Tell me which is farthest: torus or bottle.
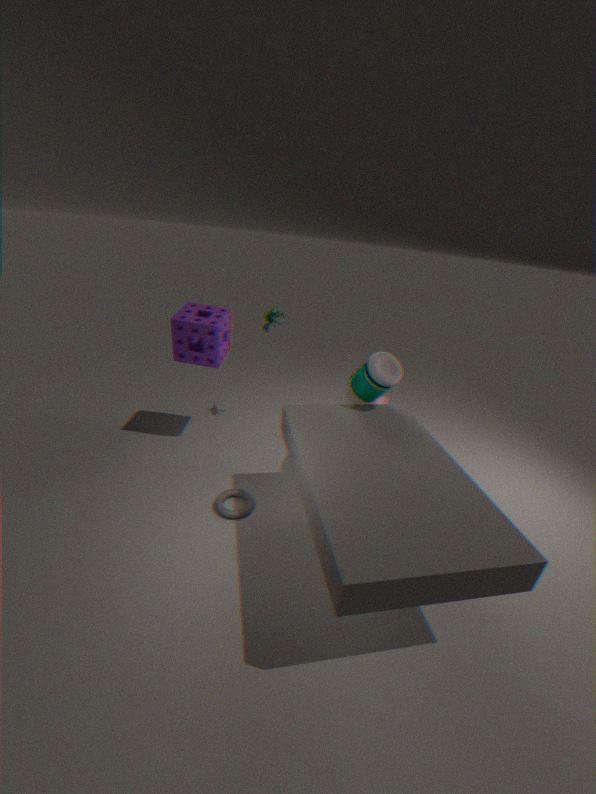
torus
